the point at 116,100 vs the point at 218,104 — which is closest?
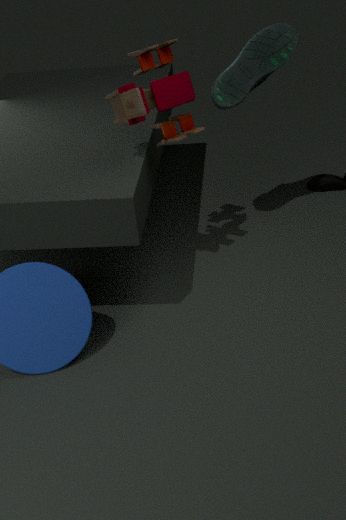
the point at 116,100
